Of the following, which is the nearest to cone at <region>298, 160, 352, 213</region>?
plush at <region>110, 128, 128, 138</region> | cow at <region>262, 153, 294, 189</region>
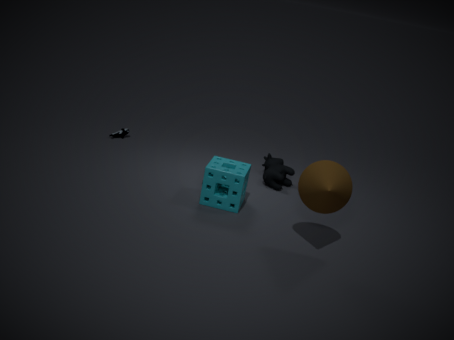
cow at <region>262, 153, 294, 189</region>
